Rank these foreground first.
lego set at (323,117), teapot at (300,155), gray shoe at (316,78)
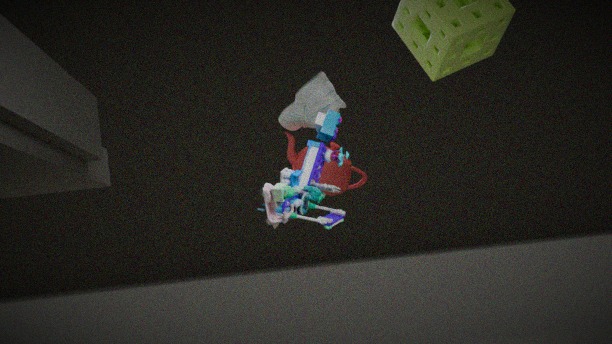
lego set at (323,117) < gray shoe at (316,78) < teapot at (300,155)
